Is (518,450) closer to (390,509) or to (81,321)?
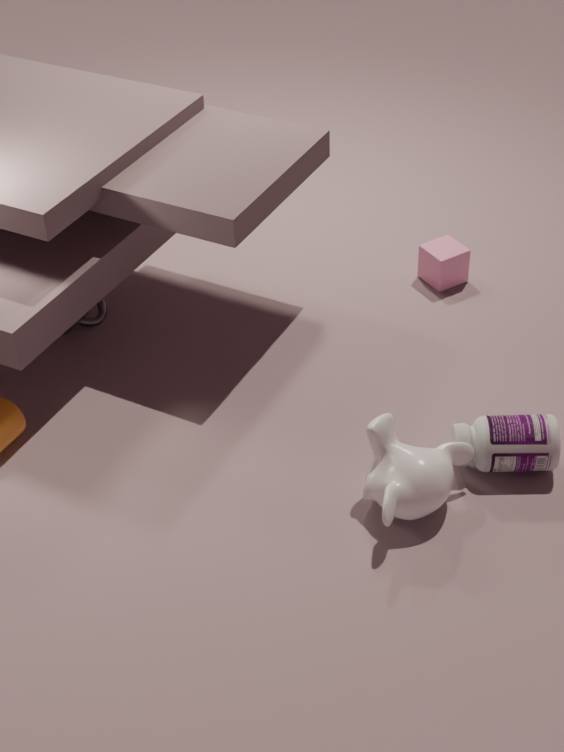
(390,509)
